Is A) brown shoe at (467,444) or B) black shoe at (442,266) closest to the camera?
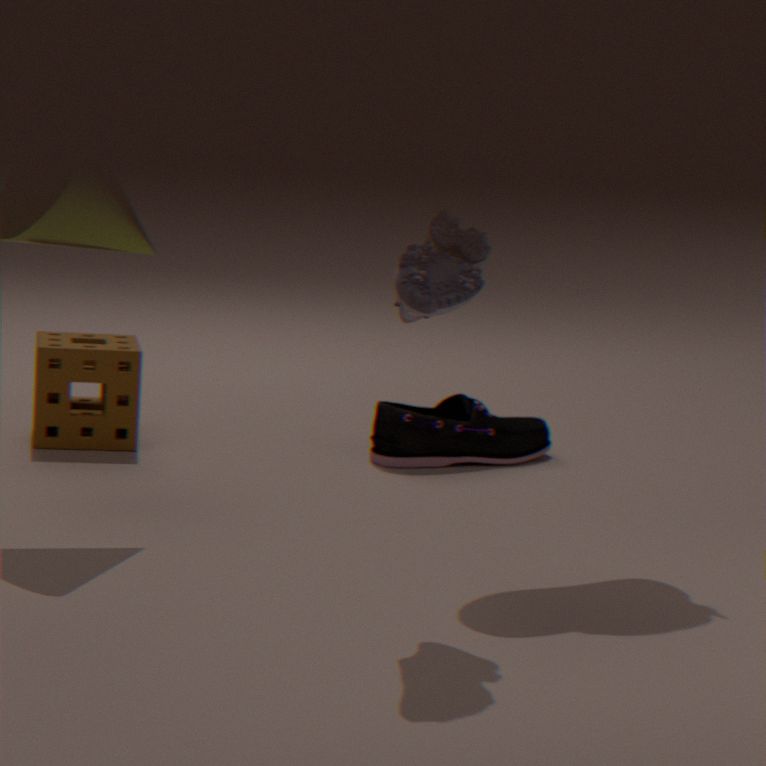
B. black shoe at (442,266)
